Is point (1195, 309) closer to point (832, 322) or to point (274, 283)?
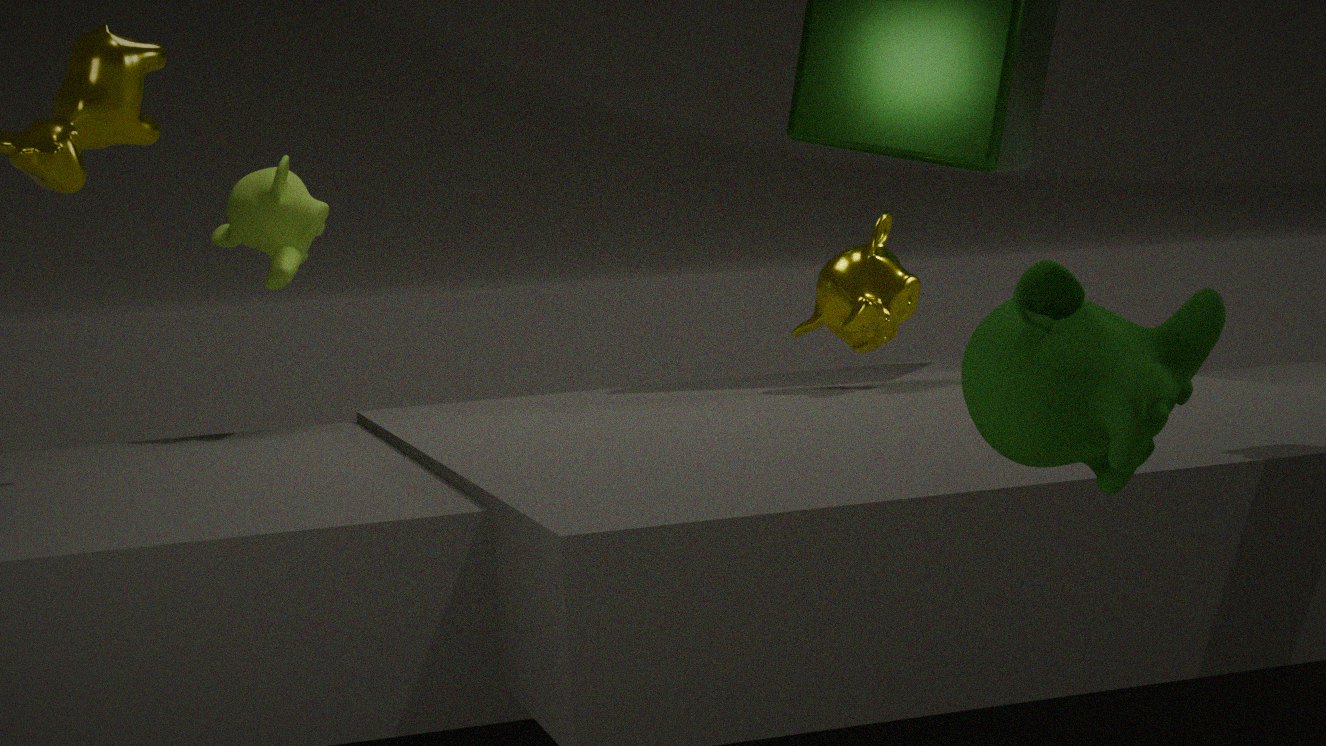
point (832, 322)
